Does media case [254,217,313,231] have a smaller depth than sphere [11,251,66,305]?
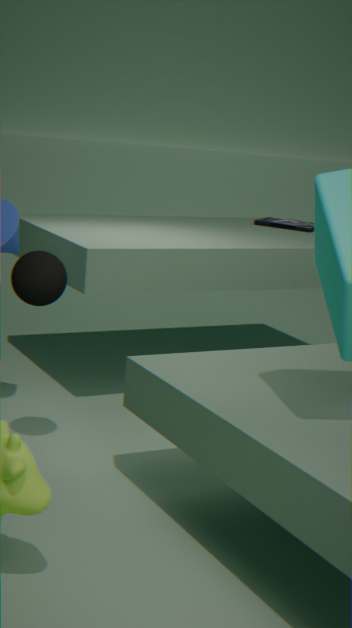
No
